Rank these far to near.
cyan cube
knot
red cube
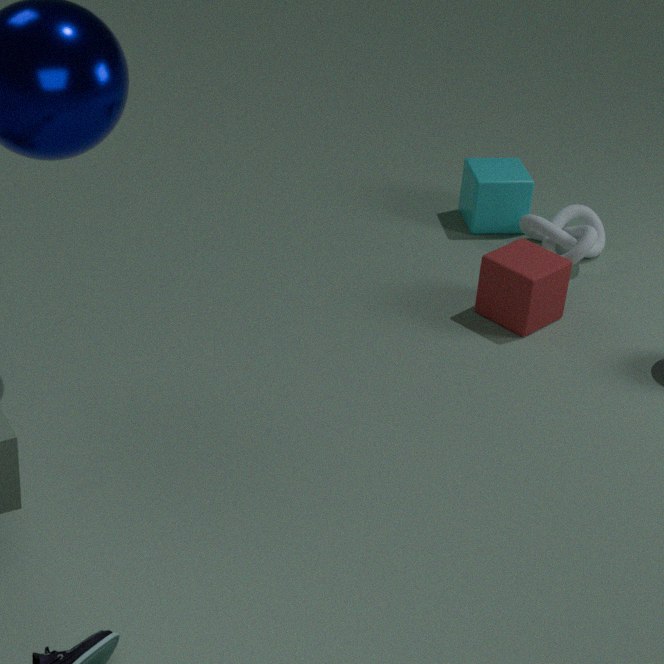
cyan cube
knot
red cube
